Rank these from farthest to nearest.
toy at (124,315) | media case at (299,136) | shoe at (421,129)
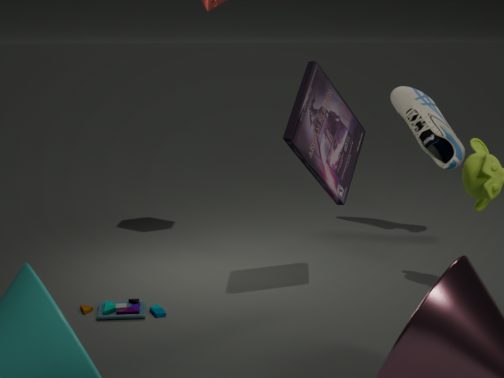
shoe at (421,129), toy at (124,315), media case at (299,136)
